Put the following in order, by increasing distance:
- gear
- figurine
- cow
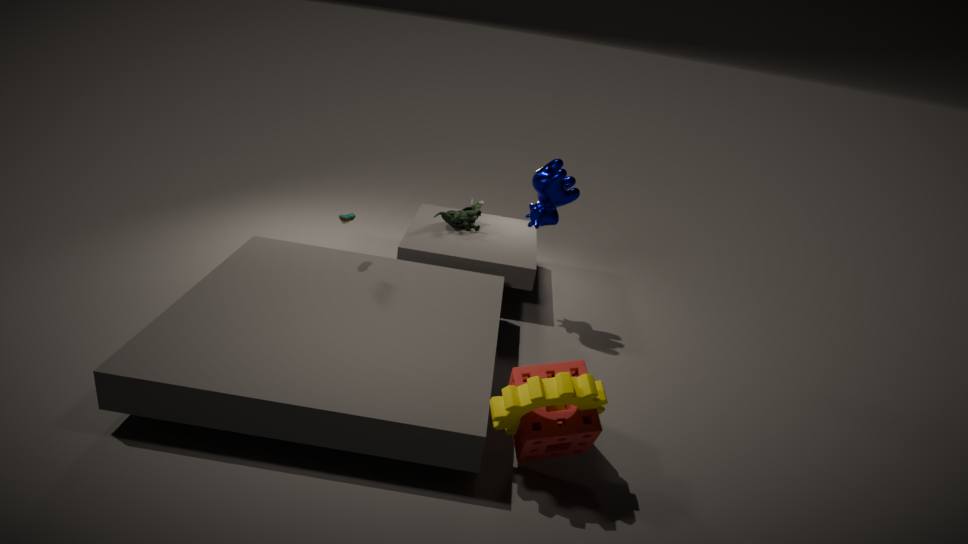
gear
cow
figurine
